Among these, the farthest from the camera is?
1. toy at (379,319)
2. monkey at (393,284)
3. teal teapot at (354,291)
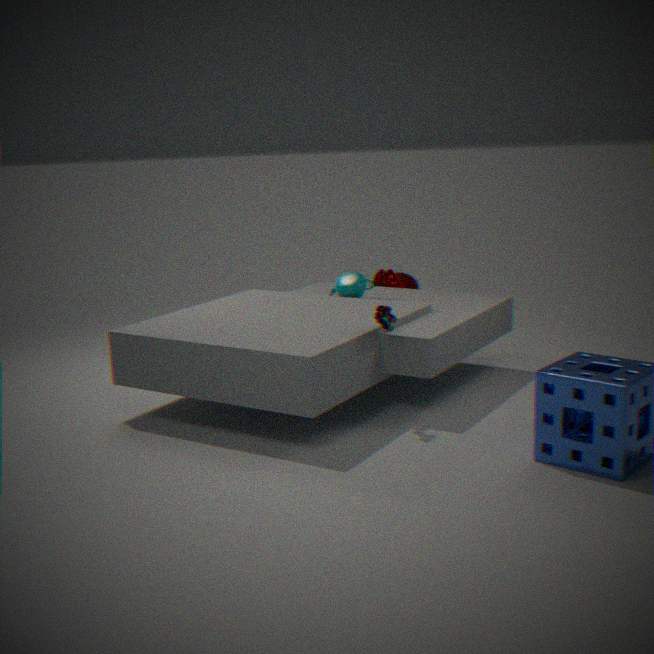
monkey at (393,284)
